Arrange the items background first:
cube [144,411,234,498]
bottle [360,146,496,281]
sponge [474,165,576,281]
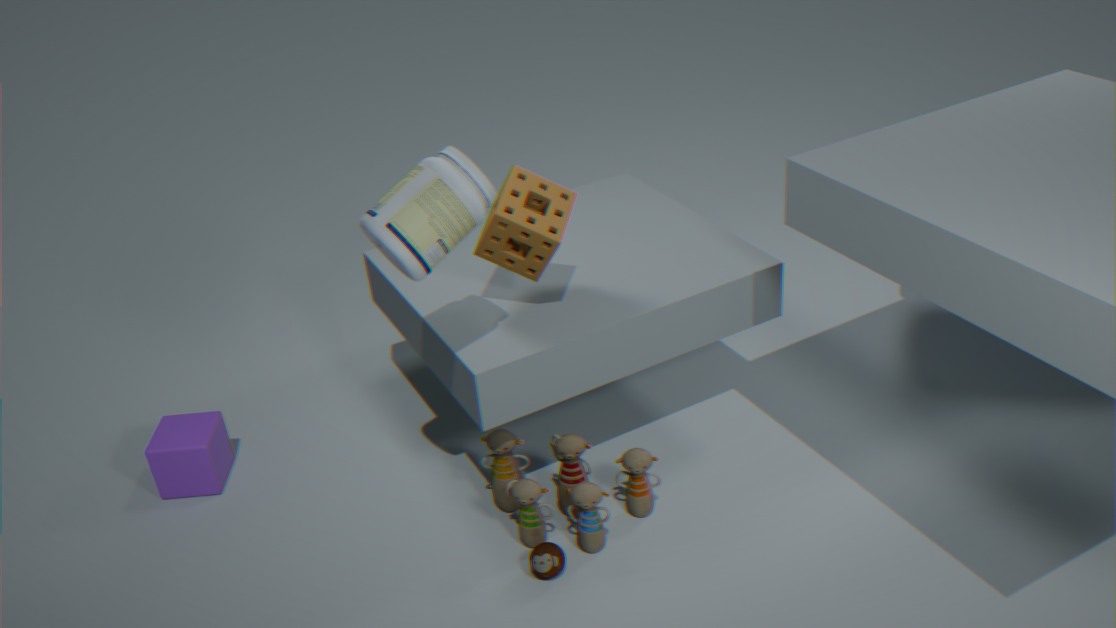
cube [144,411,234,498]
sponge [474,165,576,281]
bottle [360,146,496,281]
